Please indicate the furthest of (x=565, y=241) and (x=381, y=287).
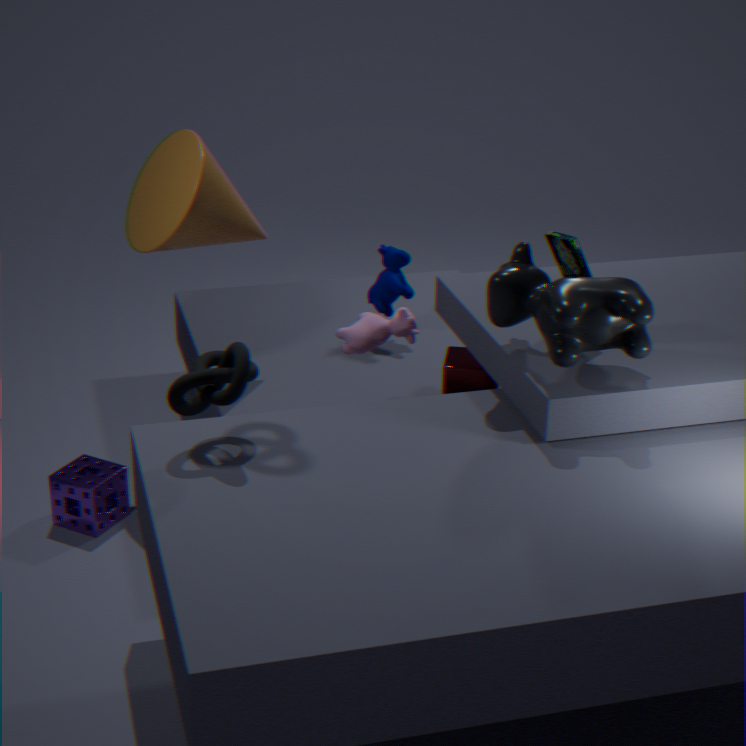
(x=381, y=287)
